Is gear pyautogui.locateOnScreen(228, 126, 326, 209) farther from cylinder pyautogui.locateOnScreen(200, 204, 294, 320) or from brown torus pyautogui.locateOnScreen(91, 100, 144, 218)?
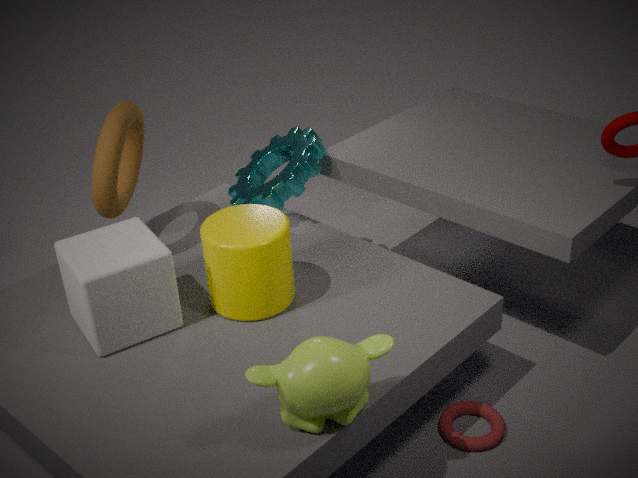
brown torus pyautogui.locateOnScreen(91, 100, 144, 218)
